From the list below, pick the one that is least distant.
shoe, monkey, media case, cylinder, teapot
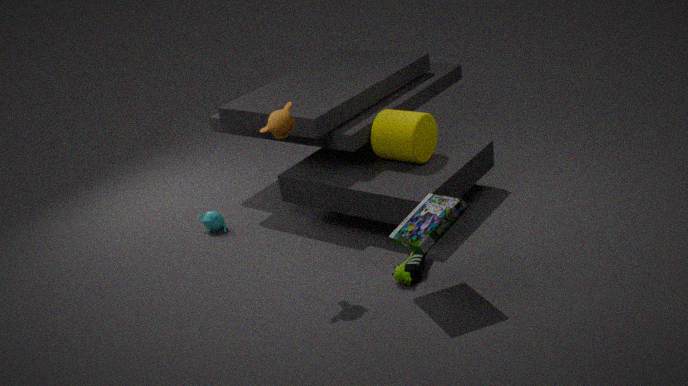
media case
